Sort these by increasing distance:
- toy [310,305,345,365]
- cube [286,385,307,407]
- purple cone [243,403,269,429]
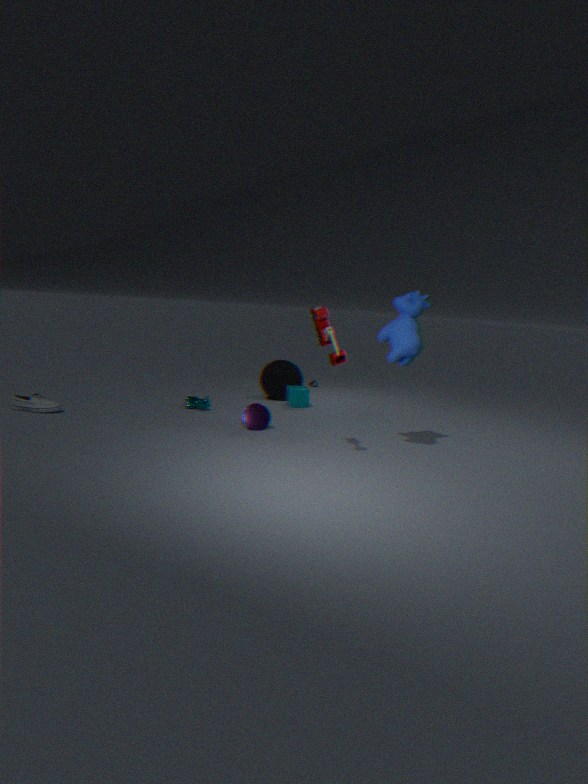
toy [310,305,345,365]
purple cone [243,403,269,429]
cube [286,385,307,407]
